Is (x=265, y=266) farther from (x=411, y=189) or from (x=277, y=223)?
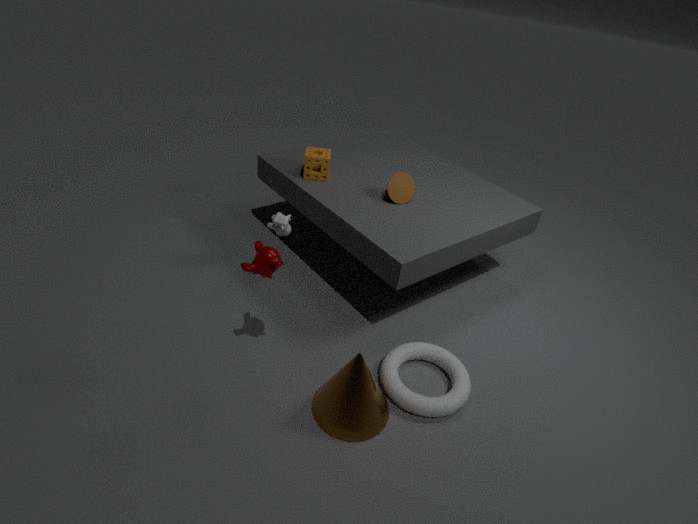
(x=411, y=189)
